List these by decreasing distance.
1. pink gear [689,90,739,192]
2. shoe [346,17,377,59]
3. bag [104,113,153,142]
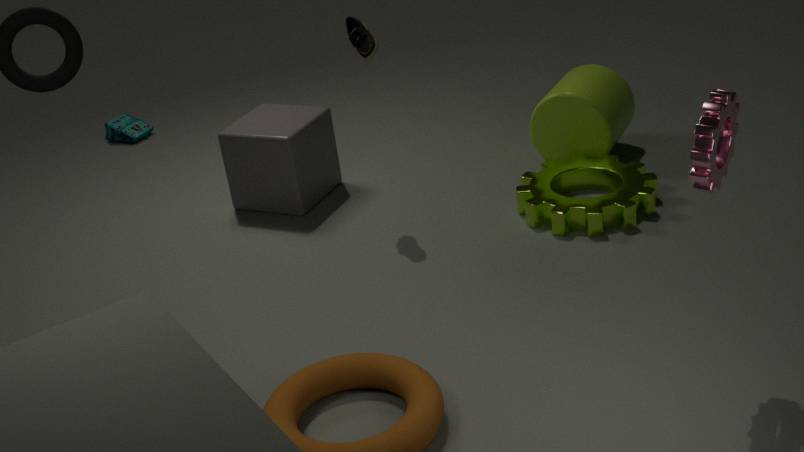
bag [104,113,153,142], shoe [346,17,377,59], pink gear [689,90,739,192]
